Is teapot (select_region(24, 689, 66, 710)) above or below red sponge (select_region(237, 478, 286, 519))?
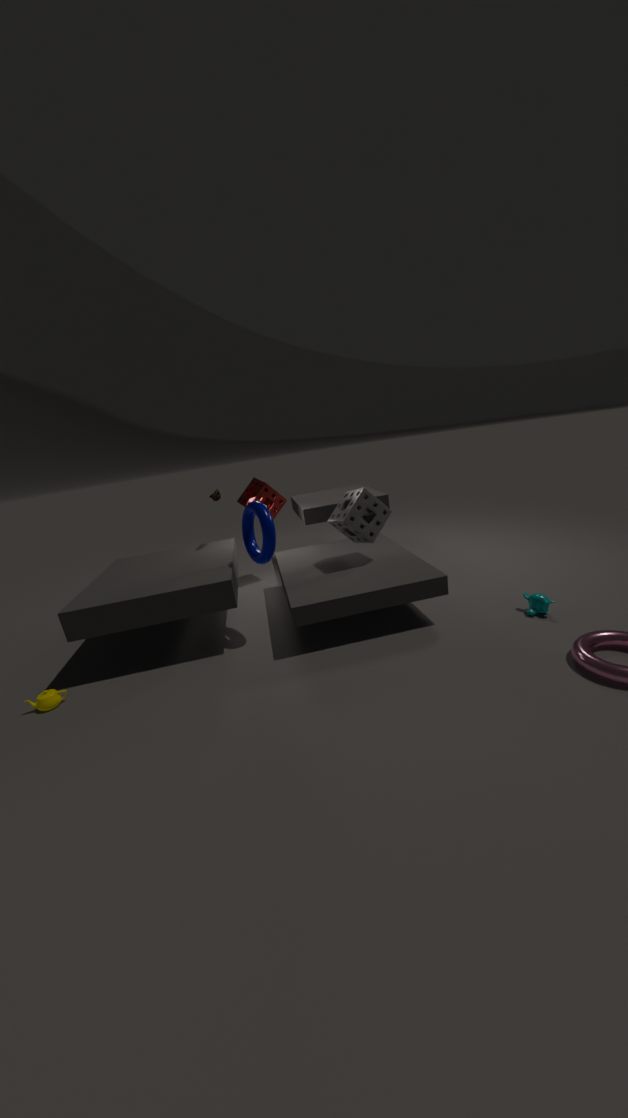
below
